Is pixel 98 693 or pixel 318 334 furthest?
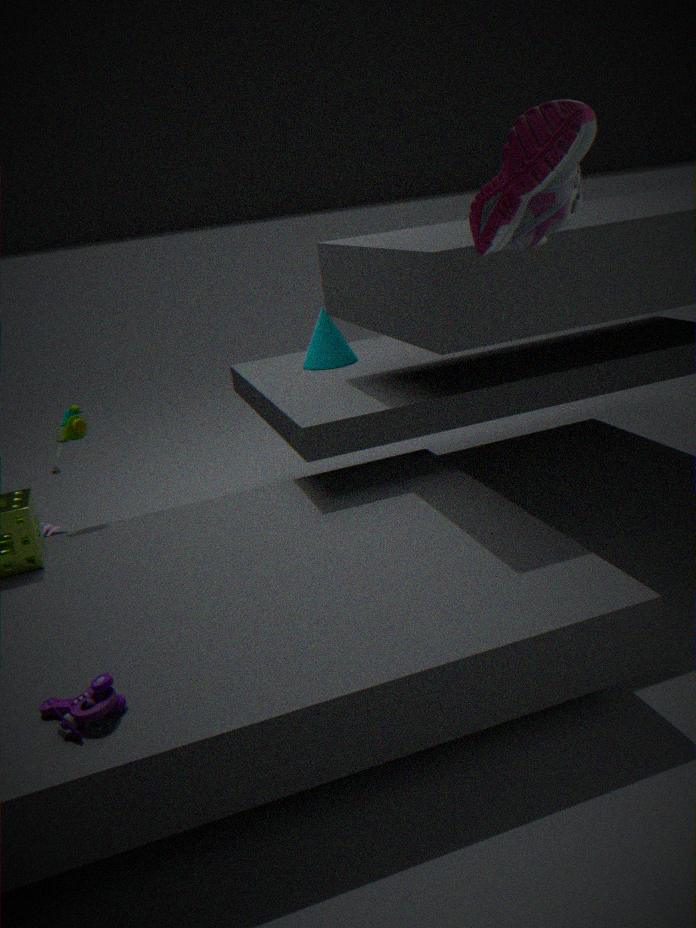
pixel 318 334
